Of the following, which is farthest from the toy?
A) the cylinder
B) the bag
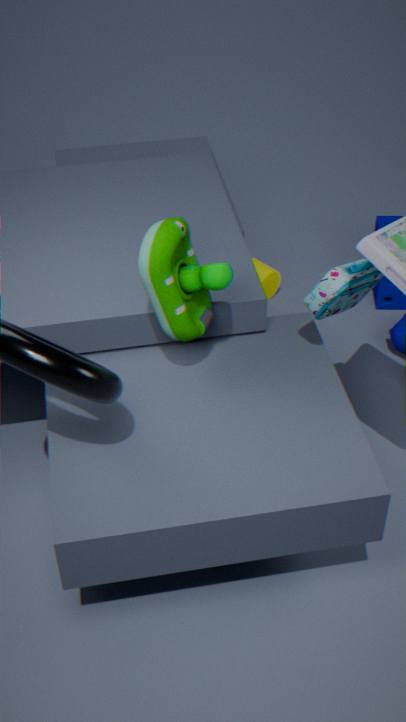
the cylinder
